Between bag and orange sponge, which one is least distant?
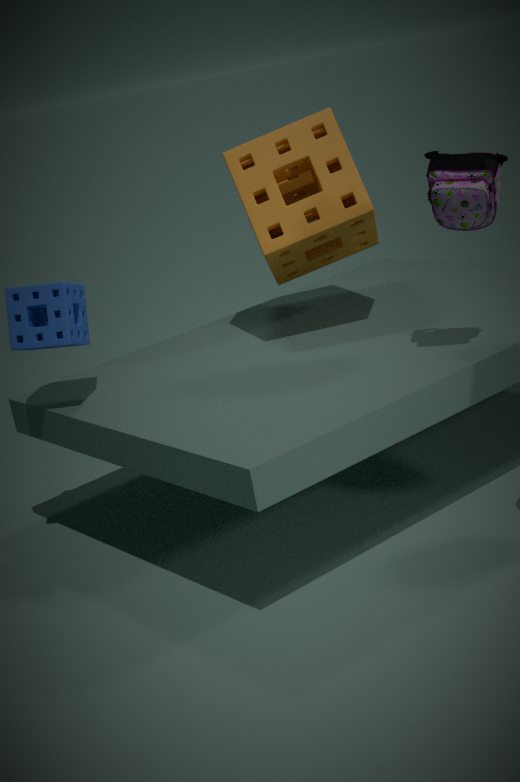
bag
